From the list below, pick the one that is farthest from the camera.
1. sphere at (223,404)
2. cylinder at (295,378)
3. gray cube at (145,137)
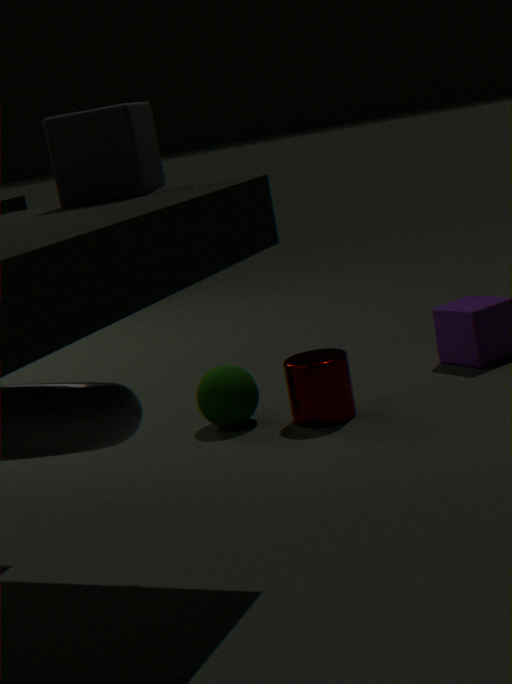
sphere at (223,404)
